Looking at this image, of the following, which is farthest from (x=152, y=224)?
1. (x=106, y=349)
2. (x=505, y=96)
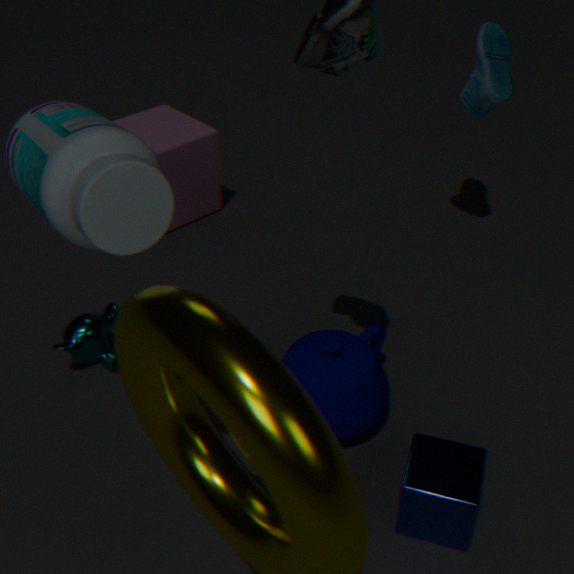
(x=505, y=96)
